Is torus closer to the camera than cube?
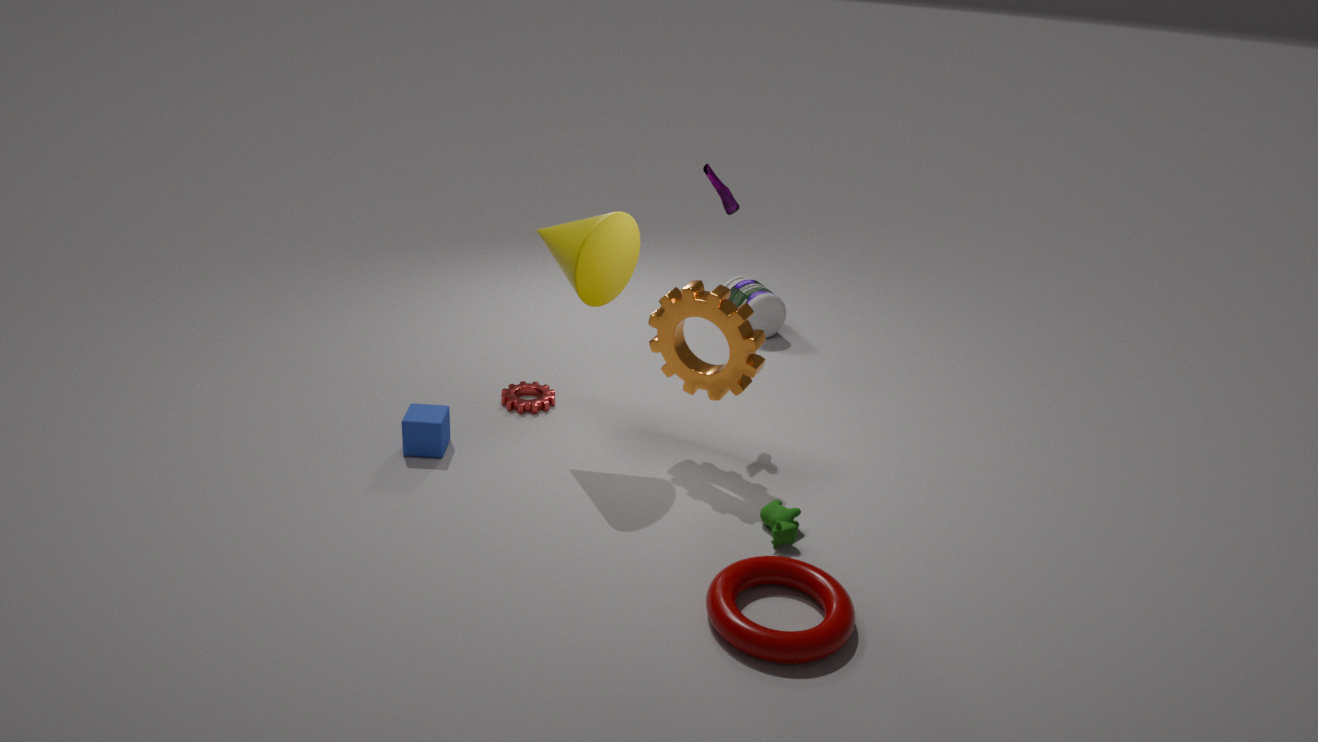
Yes
